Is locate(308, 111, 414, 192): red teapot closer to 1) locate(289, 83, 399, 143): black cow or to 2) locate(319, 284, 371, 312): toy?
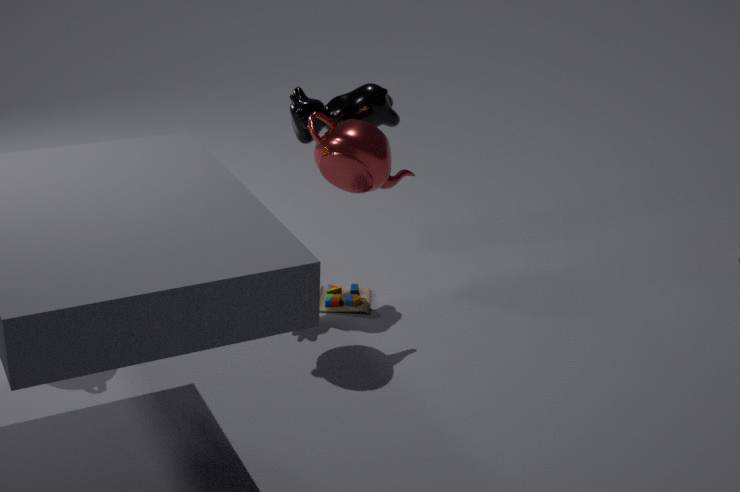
1) locate(289, 83, 399, 143): black cow
